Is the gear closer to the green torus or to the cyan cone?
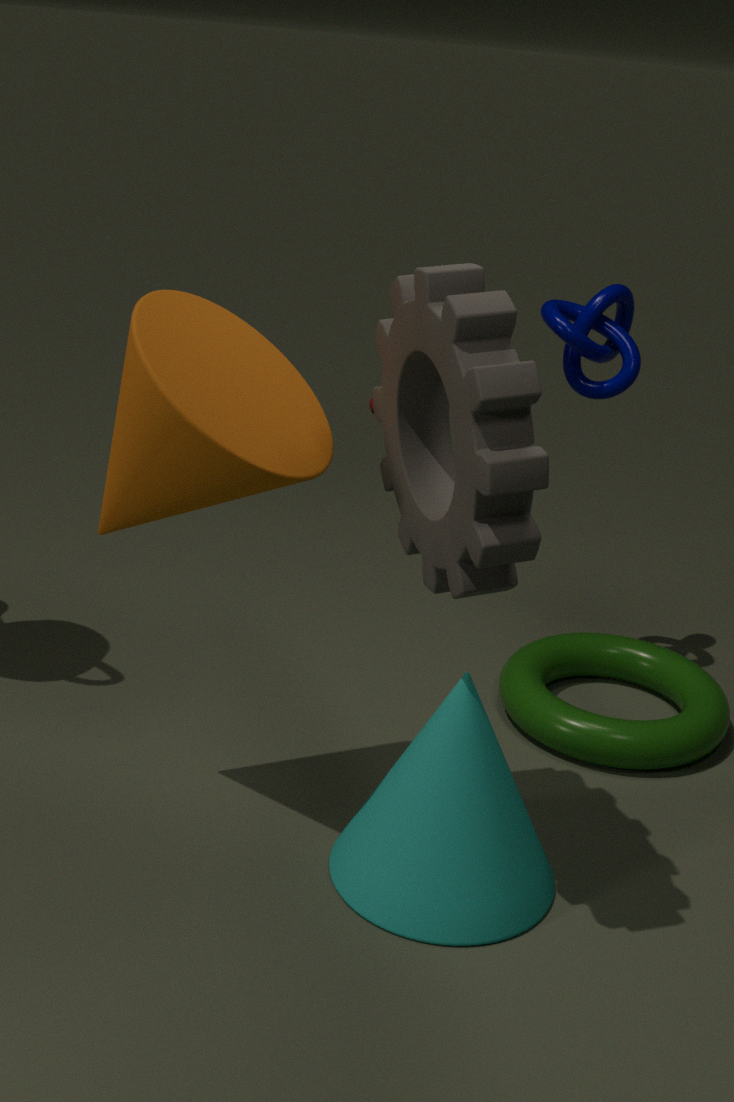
the cyan cone
